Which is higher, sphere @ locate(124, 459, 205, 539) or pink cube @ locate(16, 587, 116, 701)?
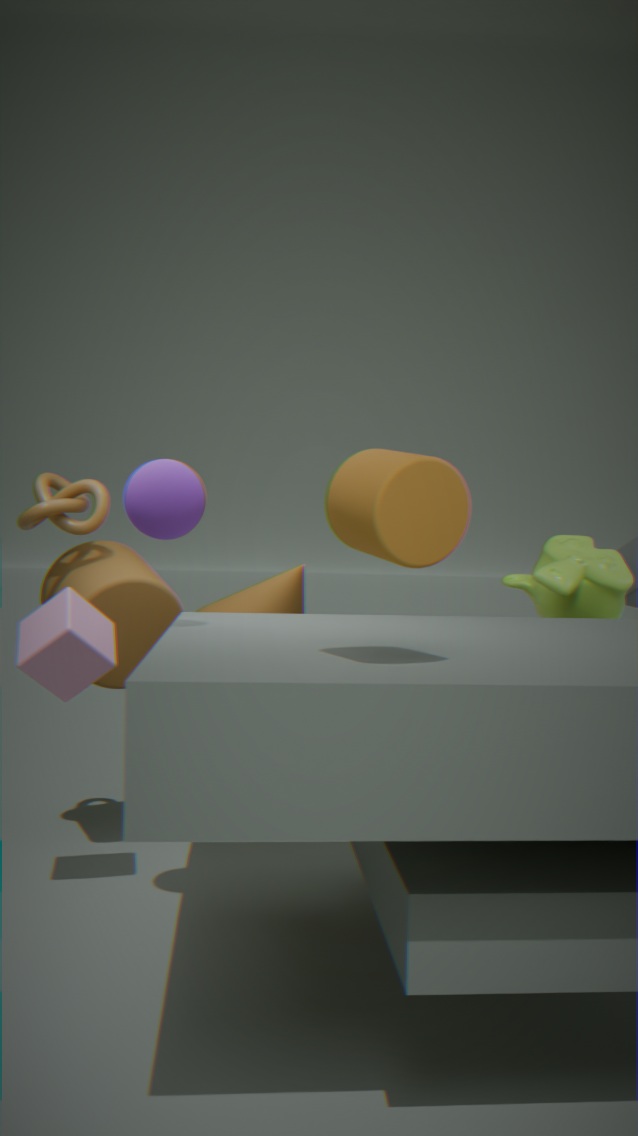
sphere @ locate(124, 459, 205, 539)
